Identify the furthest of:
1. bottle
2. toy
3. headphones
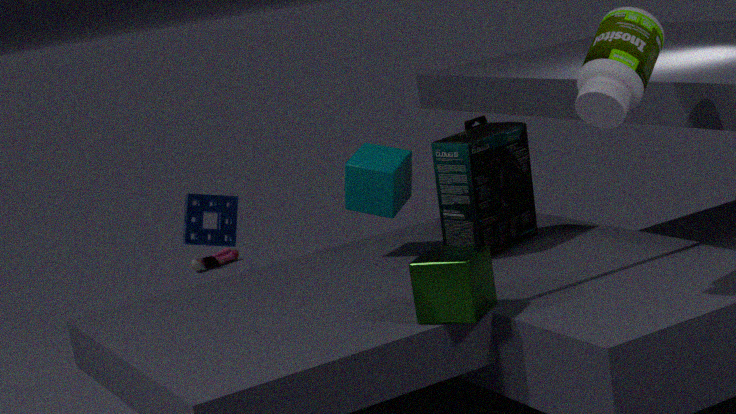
toy
